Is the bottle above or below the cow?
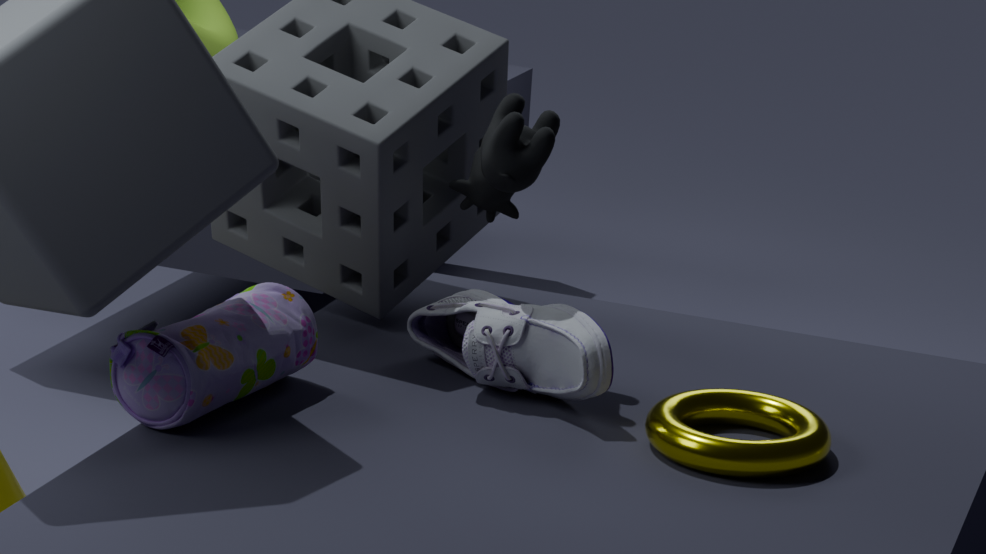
below
